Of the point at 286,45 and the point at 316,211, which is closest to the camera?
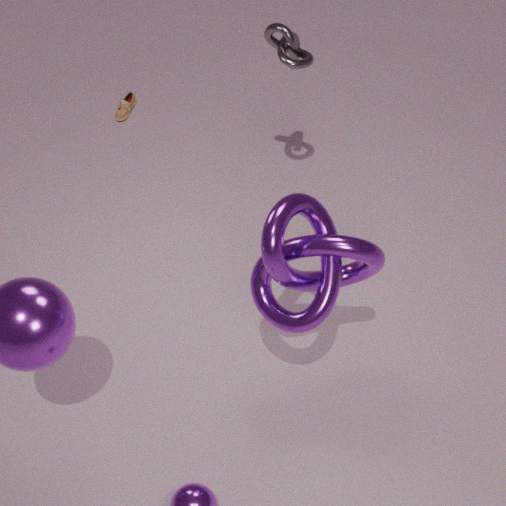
the point at 316,211
